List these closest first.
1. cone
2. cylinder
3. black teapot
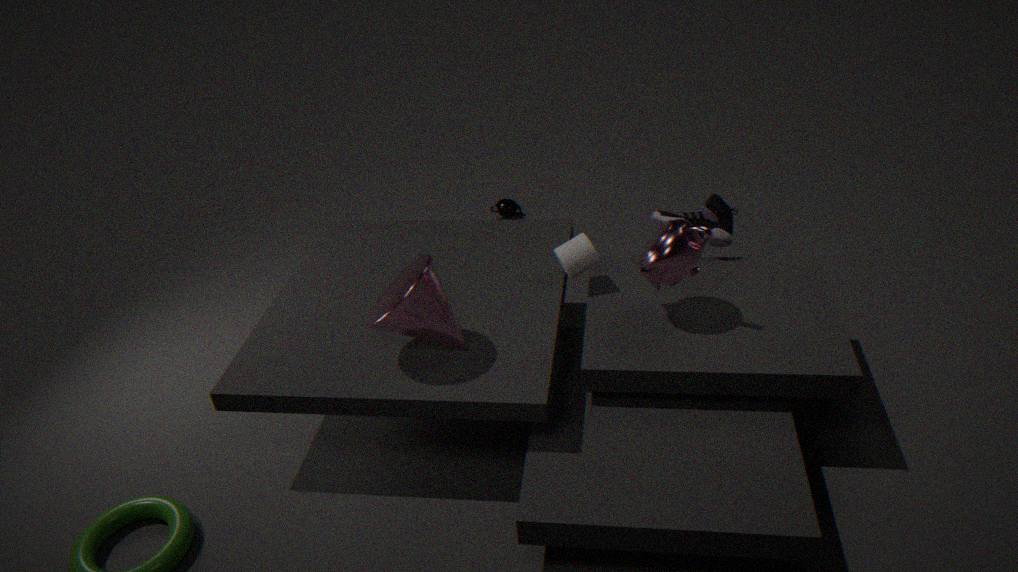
cone → cylinder → black teapot
